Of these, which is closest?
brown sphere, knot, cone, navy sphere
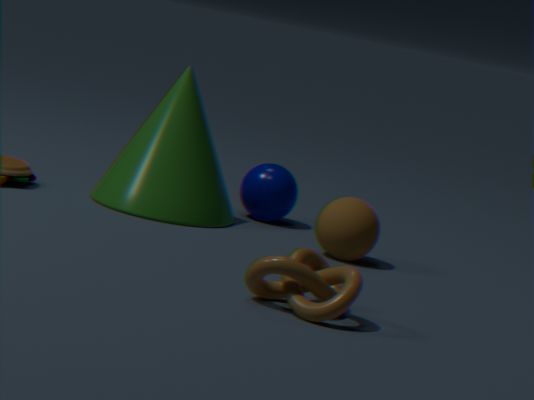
knot
